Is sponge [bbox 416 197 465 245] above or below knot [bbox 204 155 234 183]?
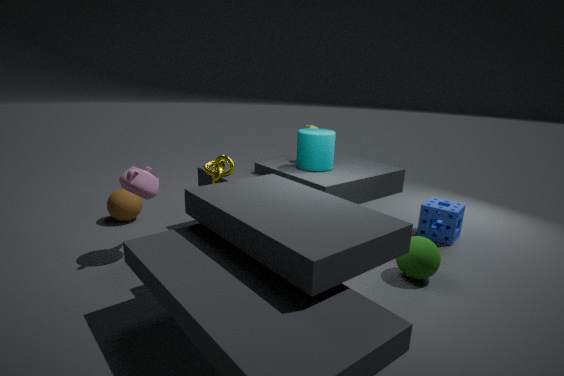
below
